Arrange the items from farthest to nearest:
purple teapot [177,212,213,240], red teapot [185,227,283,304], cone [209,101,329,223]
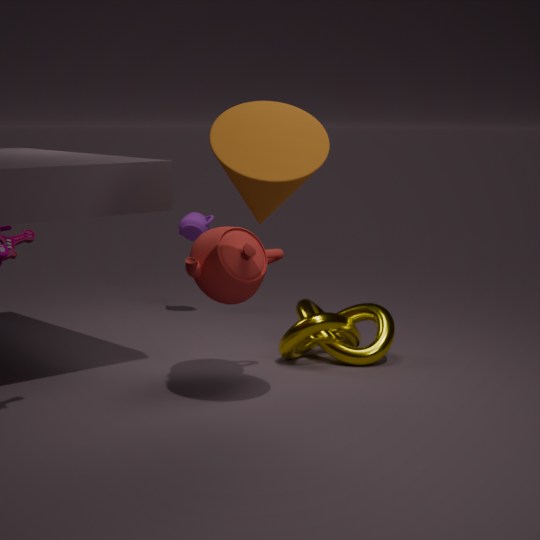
purple teapot [177,212,213,240], red teapot [185,227,283,304], cone [209,101,329,223]
